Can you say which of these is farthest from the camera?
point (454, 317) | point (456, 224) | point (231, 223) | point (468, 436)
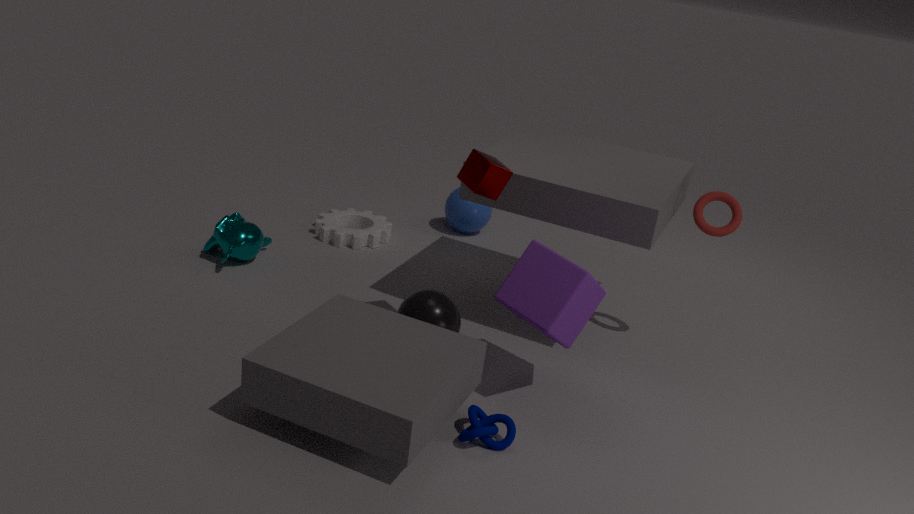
point (456, 224)
